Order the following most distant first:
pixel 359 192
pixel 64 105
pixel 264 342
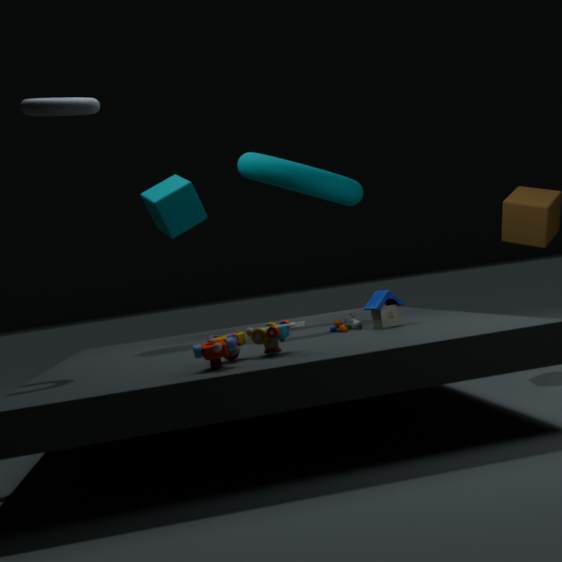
pixel 359 192
pixel 64 105
pixel 264 342
